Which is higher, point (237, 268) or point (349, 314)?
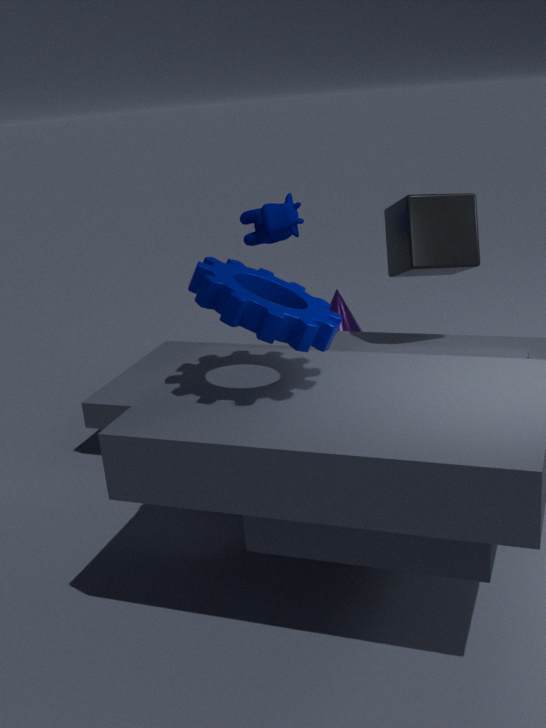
point (237, 268)
